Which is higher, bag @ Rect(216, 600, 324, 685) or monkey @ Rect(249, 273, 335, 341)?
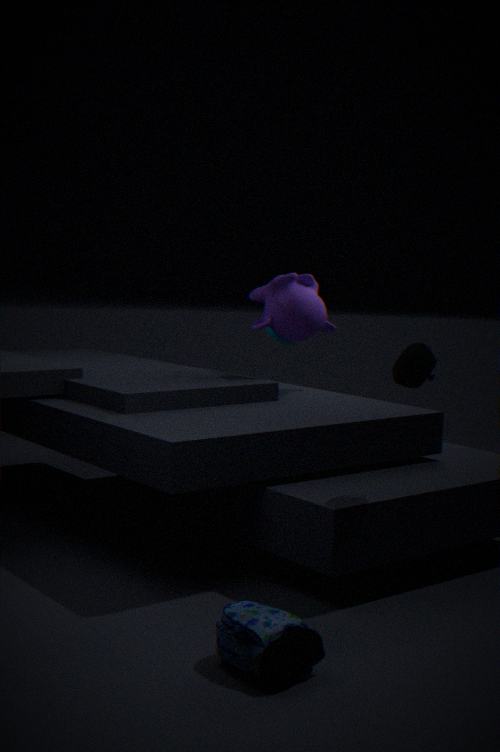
monkey @ Rect(249, 273, 335, 341)
